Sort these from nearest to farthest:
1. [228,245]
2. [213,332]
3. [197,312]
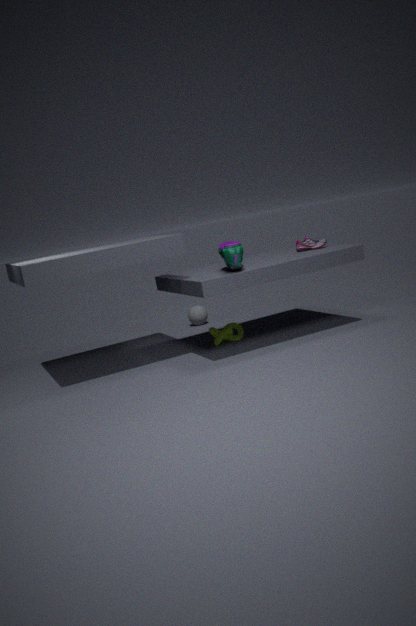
[228,245] → [213,332] → [197,312]
